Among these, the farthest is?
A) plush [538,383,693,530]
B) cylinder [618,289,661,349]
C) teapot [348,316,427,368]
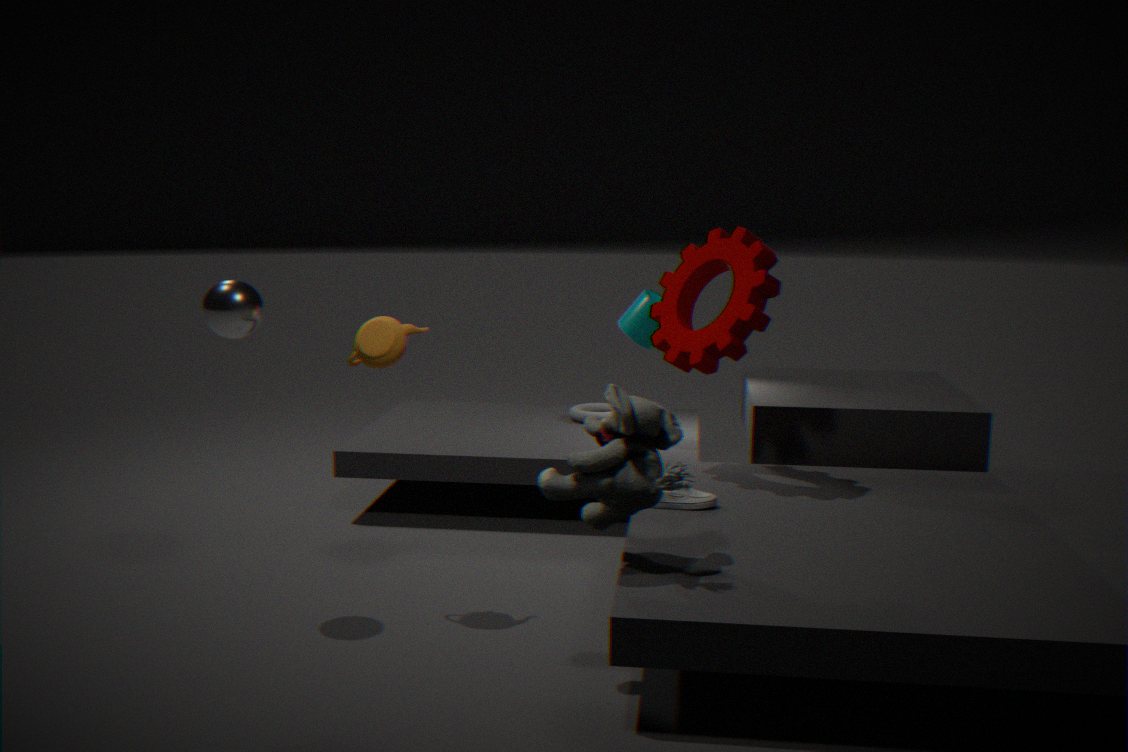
B. cylinder [618,289,661,349]
